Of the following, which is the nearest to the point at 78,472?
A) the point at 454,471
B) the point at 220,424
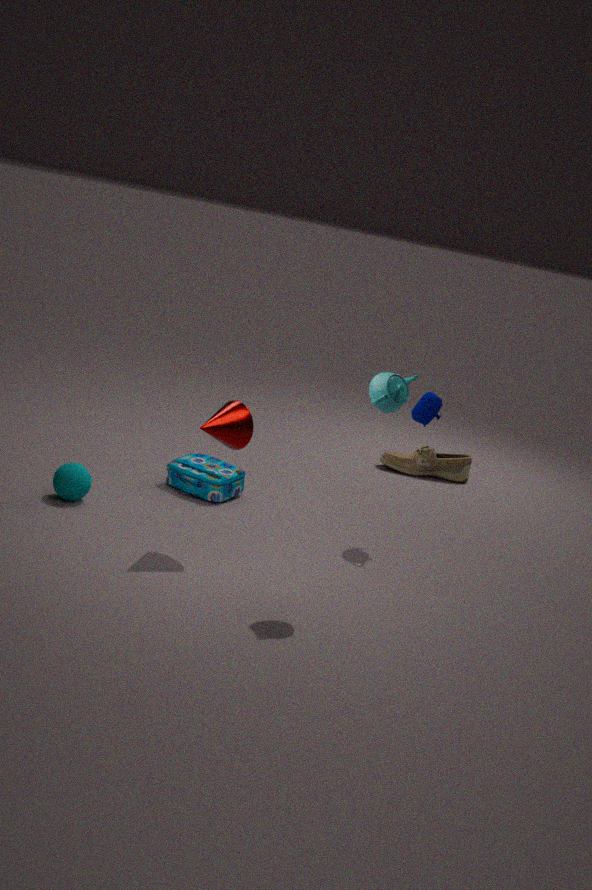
the point at 220,424
